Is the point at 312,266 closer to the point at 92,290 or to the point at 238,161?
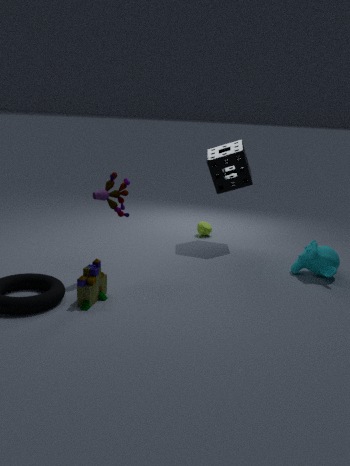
the point at 238,161
